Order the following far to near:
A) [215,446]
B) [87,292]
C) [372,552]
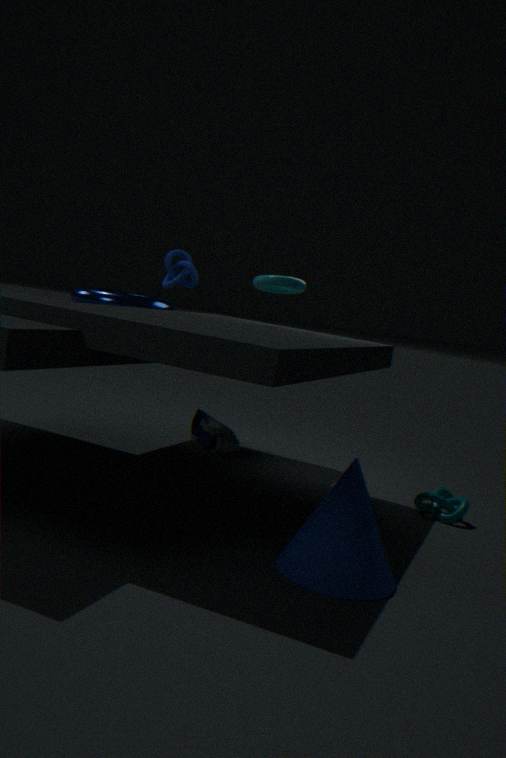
[215,446]
[87,292]
[372,552]
